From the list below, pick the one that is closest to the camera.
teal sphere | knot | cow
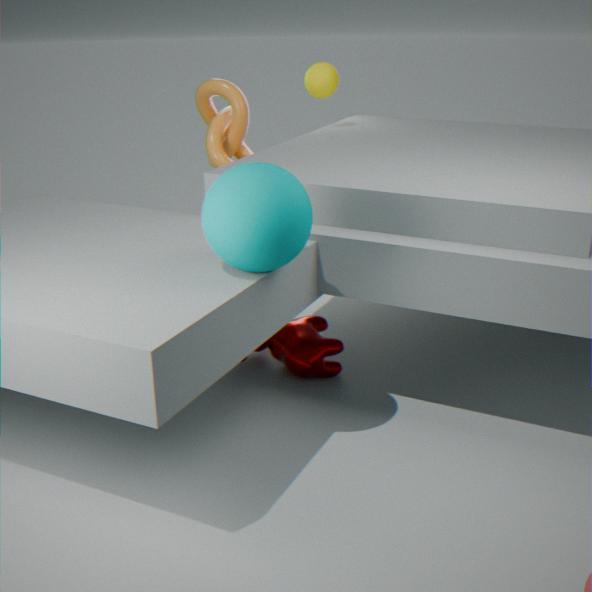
teal sphere
